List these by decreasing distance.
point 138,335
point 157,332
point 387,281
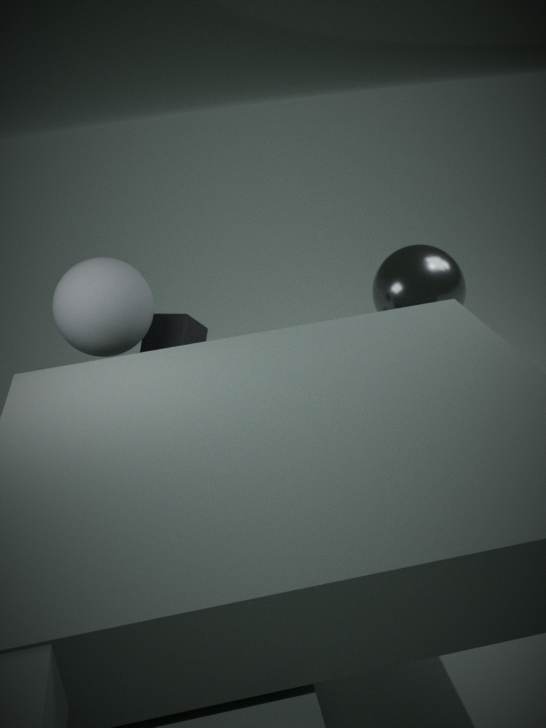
point 387,281 → point 157,332 → point 138,335
